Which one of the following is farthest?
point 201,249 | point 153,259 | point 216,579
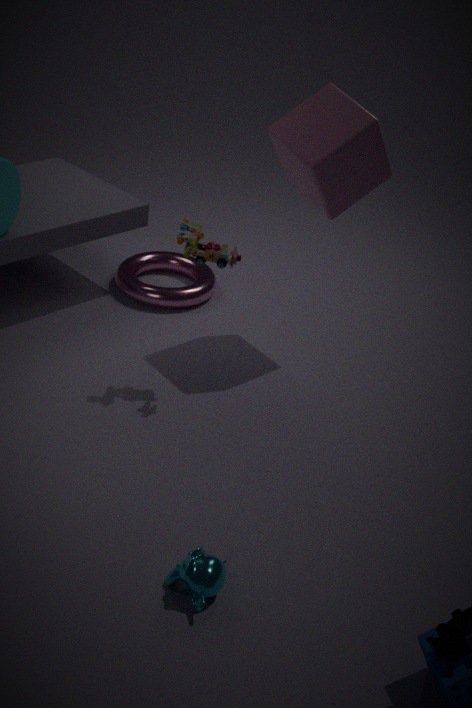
point 153,259
